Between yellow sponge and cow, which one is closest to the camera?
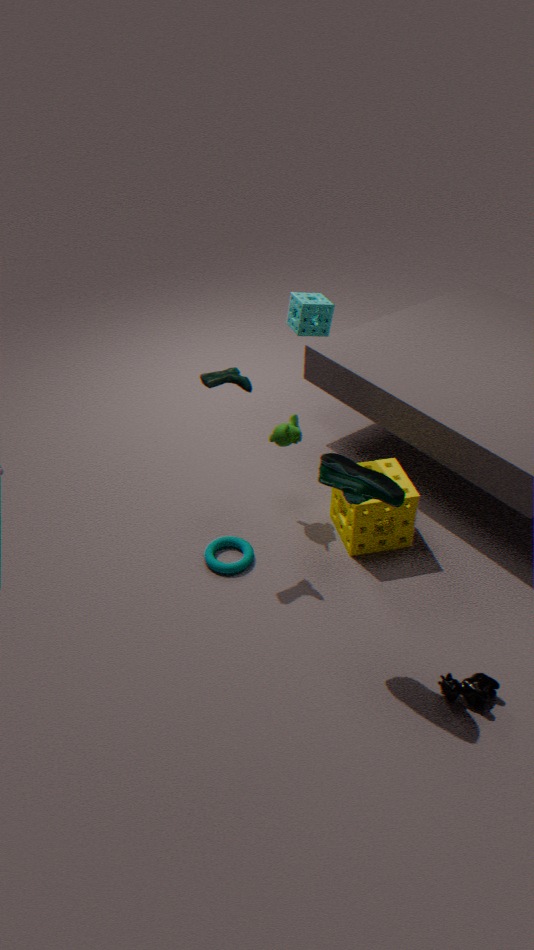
cow
